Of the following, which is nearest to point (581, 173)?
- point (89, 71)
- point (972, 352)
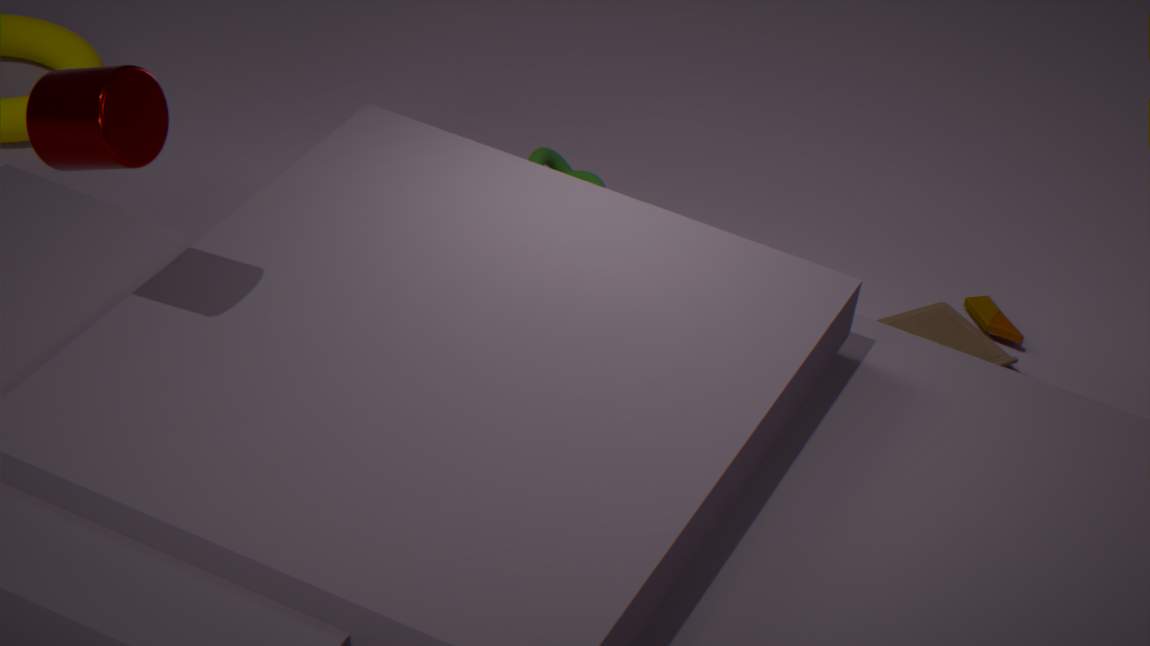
point (972, 352)
